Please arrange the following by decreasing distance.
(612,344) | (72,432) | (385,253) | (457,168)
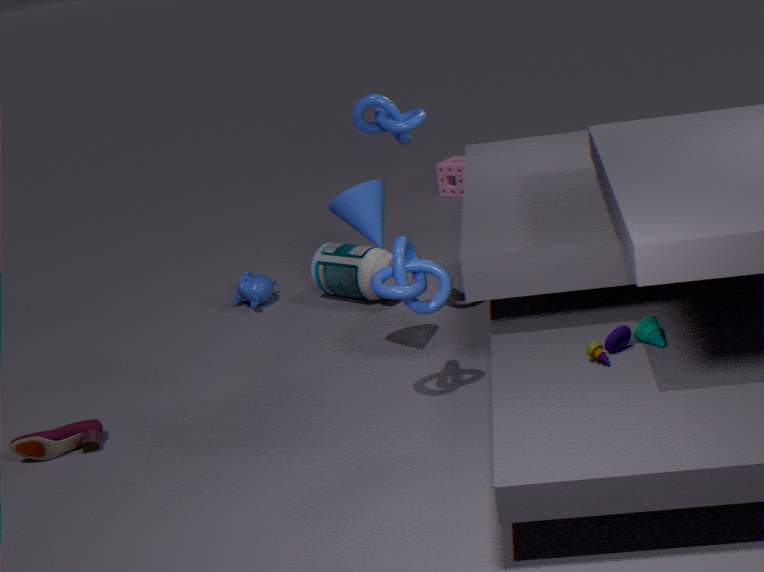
(457,168) → (385,253) → (72,432) → (612,344)
